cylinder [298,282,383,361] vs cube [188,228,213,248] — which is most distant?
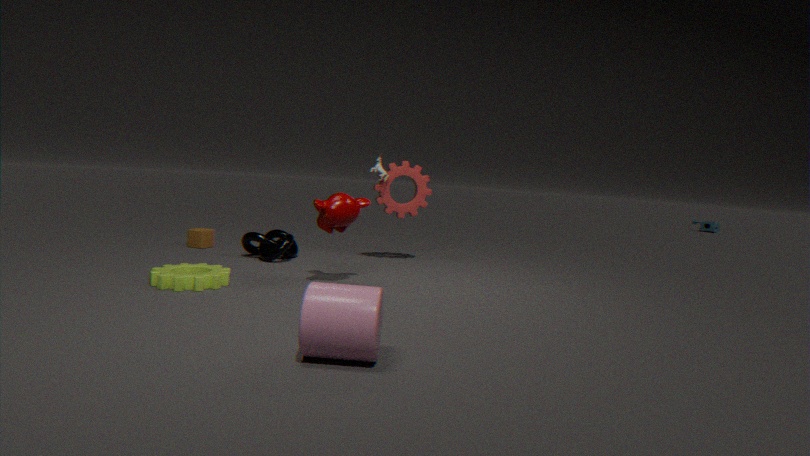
cube [188,228,213,248]
